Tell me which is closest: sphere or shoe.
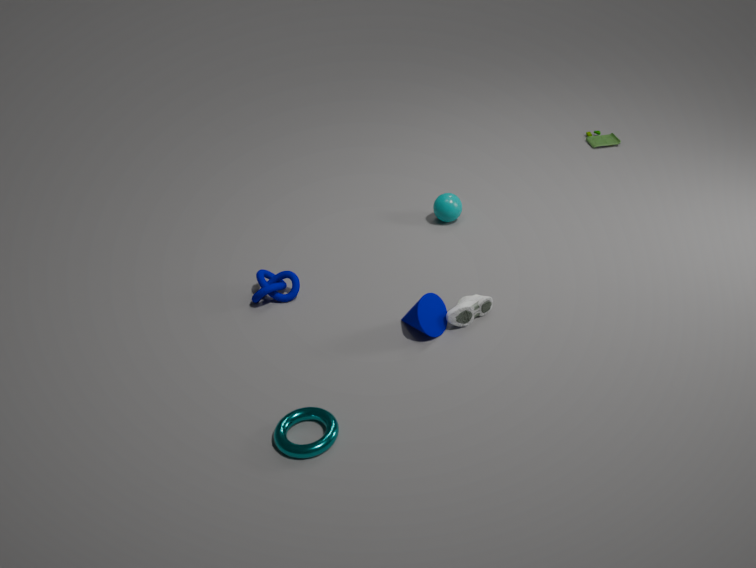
shoe
